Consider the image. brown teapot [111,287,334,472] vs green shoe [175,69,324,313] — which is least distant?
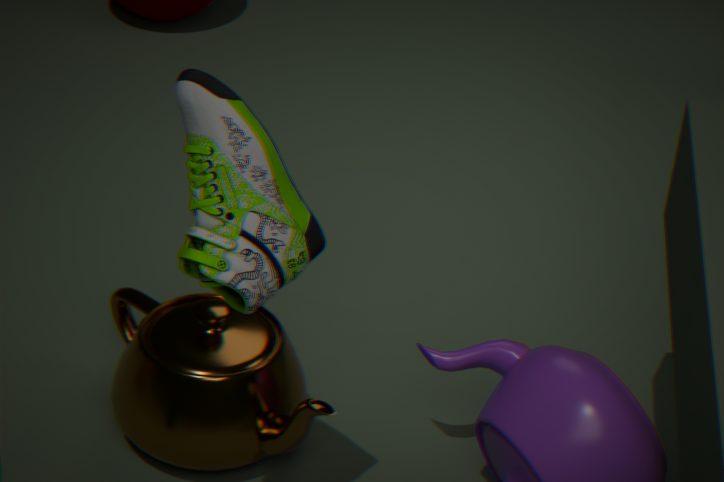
green shoe [175,69,324,313]
